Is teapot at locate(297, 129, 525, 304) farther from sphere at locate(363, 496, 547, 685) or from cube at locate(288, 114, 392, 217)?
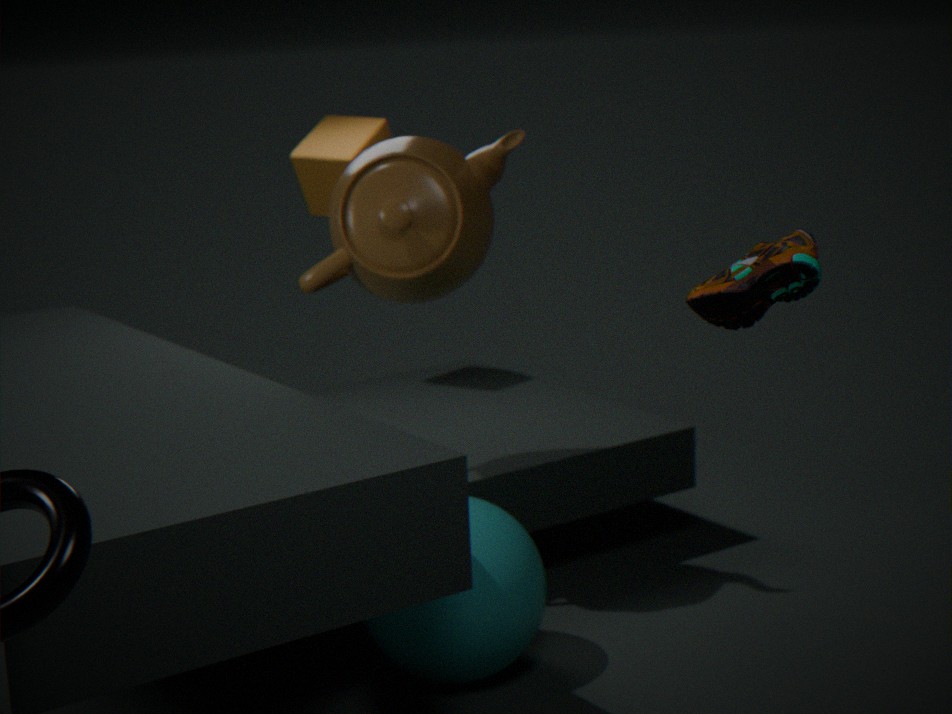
cube at locate(288, 114, 392, 217)
